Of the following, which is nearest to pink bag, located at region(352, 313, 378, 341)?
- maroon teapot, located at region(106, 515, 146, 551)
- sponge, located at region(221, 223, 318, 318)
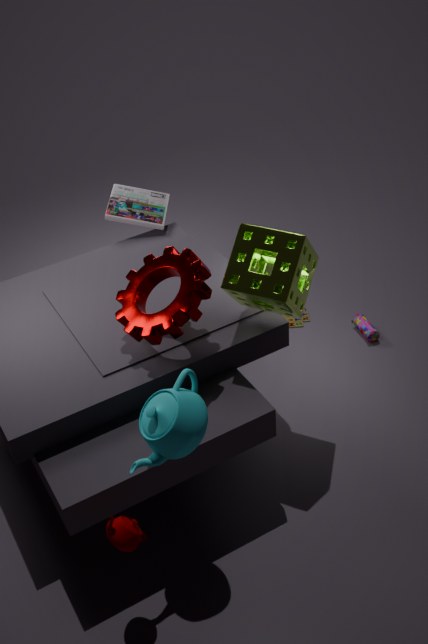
sponge, located at region(221, 223, 318, 318)
